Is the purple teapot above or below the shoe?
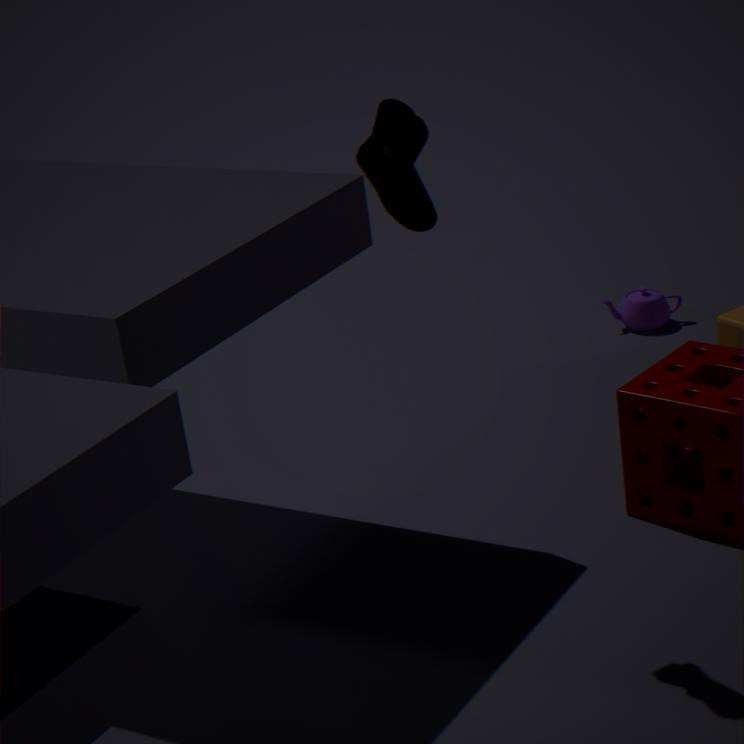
below
